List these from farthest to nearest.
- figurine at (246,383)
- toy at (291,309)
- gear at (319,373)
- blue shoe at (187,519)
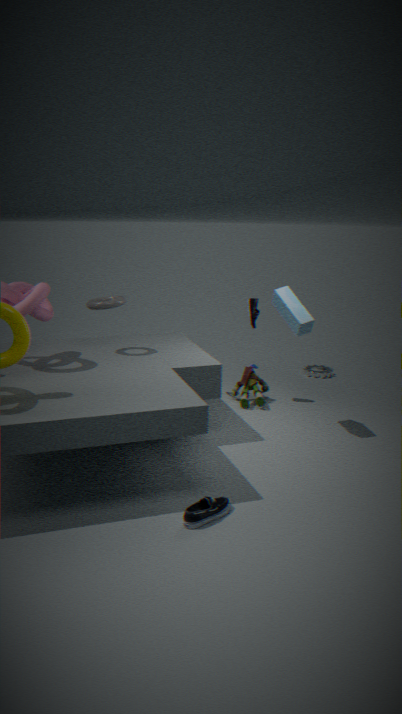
gear at (319,373) < figurine at (246,383) < toy at (291,309) < blue shoe at (187,519)
